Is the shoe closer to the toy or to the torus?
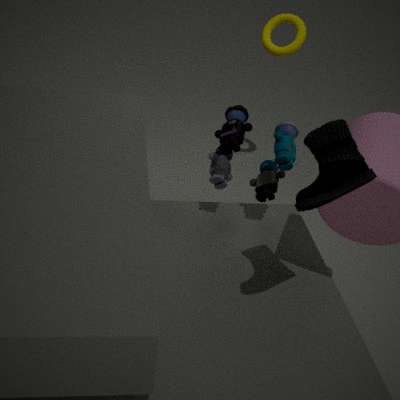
the toy
